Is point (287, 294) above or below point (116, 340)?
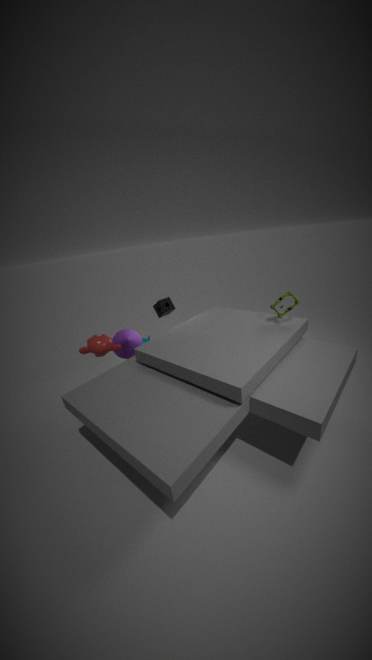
above
